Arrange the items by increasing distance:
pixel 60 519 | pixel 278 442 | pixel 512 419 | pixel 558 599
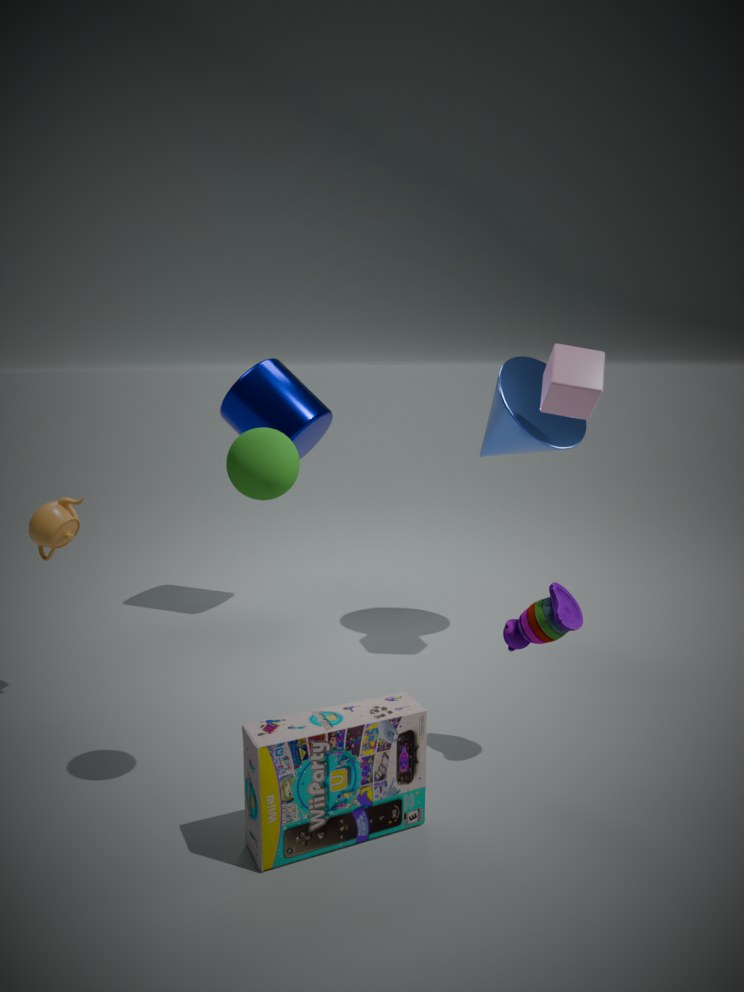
1. pixel 278 442
2. pixel 558 599
3. pixel 60 519
4. pixel 512 419
